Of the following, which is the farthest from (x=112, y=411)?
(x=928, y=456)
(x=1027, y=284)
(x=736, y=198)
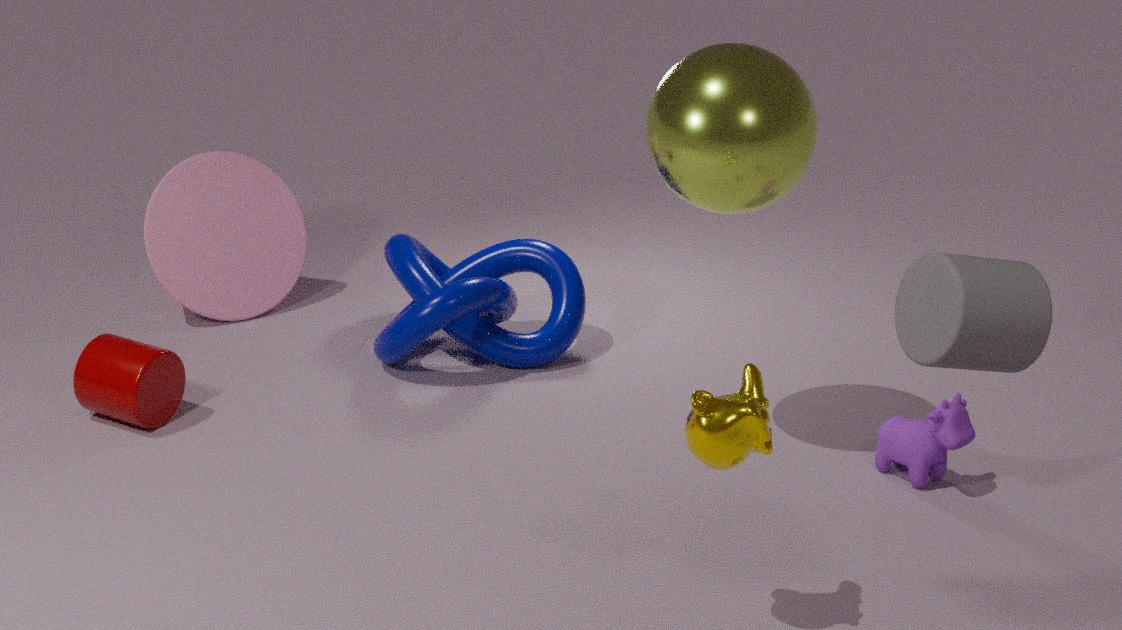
(x=1027, y=284)
